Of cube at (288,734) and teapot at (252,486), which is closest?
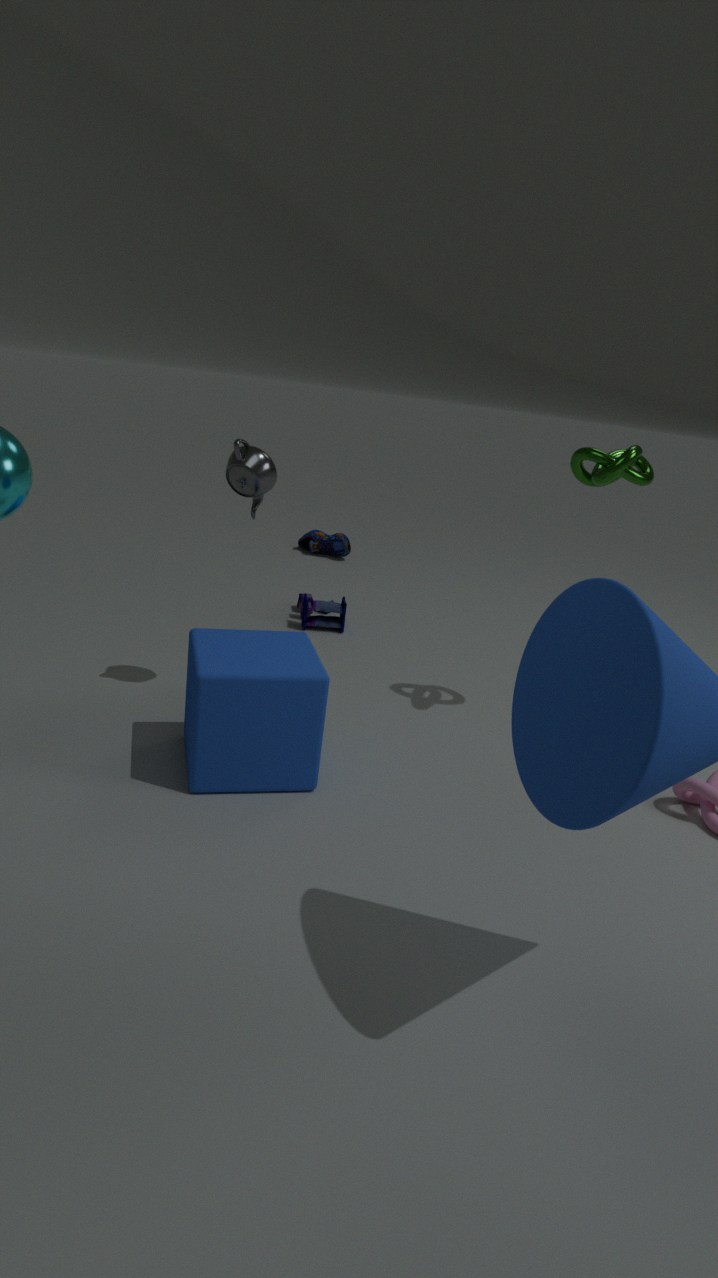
cube at (288,734)
